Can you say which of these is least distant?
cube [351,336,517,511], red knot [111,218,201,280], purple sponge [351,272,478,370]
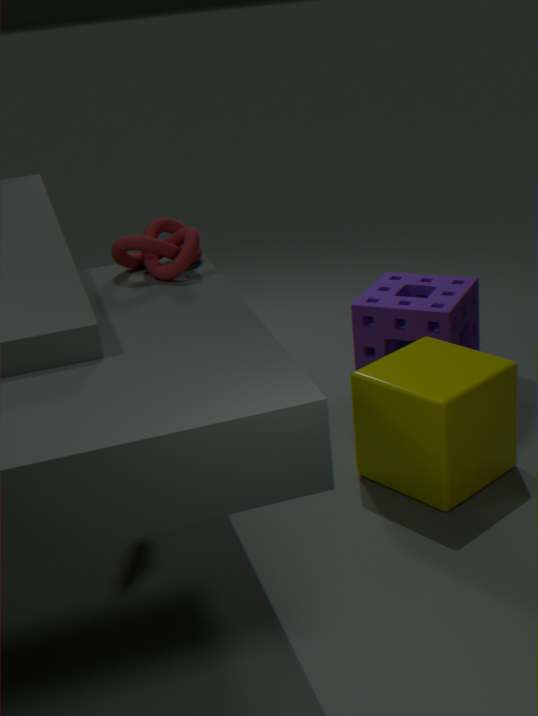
red knot [111,218,201,280]
